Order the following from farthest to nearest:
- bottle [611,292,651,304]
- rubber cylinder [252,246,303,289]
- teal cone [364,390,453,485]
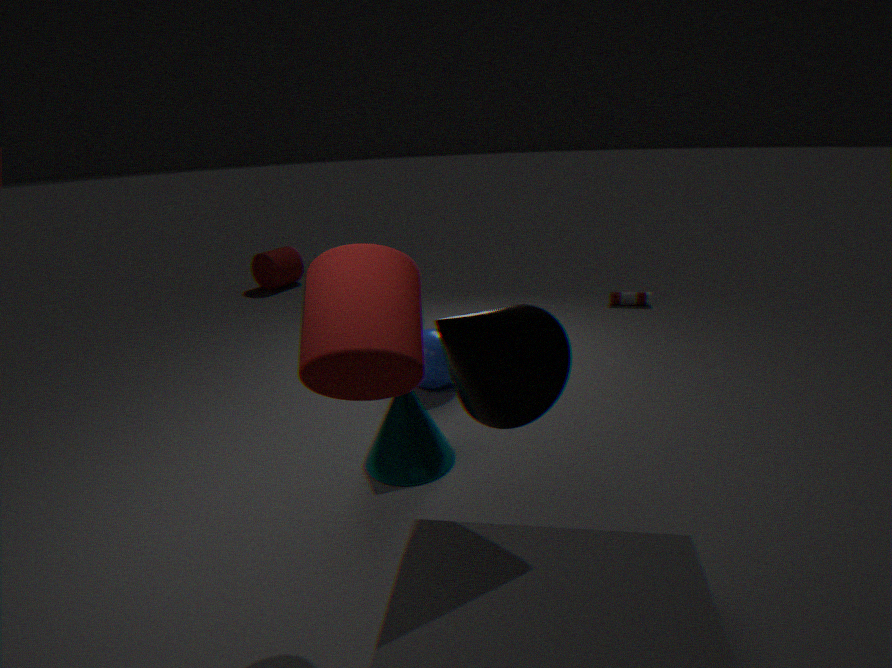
rubber cylinder [252,246,303,289] → bottle [611,292,651,304] → teal cone [364,390,453,485]
